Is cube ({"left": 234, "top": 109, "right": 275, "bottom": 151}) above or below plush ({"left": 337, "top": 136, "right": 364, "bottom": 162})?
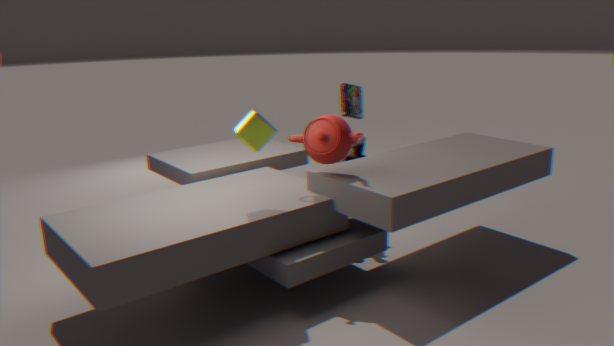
above
